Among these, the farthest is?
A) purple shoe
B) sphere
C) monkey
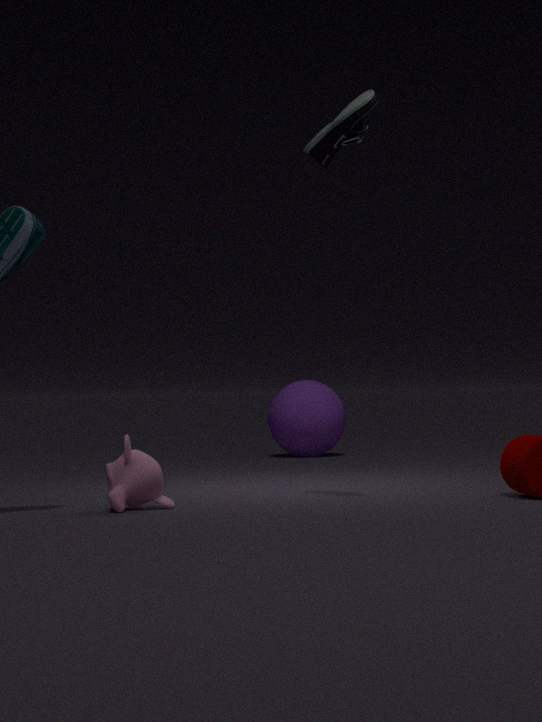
sphere
